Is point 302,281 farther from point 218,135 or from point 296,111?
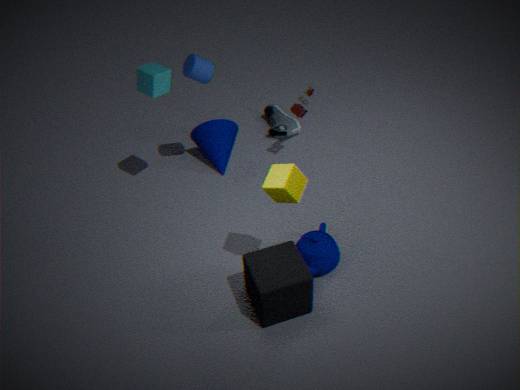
point 218,135
